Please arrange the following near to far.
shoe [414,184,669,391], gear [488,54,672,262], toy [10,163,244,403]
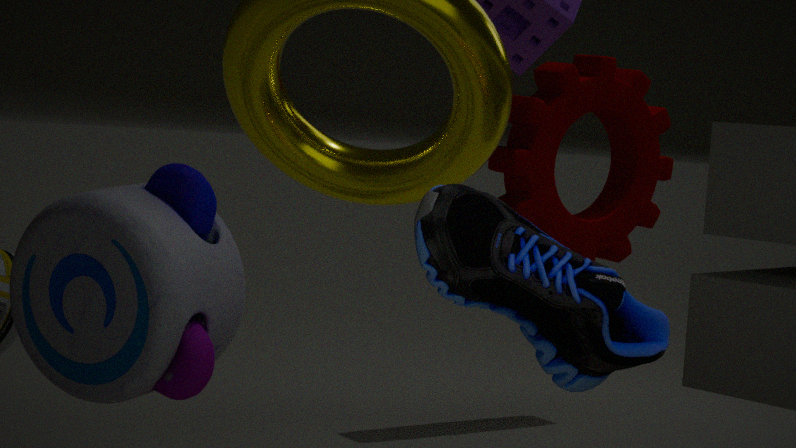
shoe [414,184,669,391]
toy [10,163,244,403]
gear [488,54,672,262]
